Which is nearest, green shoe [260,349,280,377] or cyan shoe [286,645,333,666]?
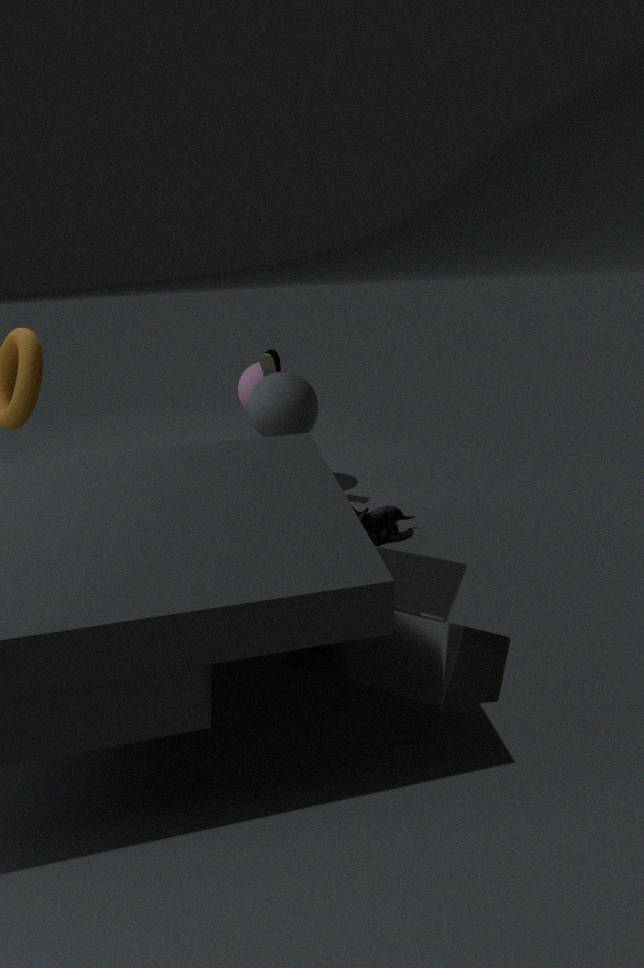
cyan shoe [286,645,333,666]
